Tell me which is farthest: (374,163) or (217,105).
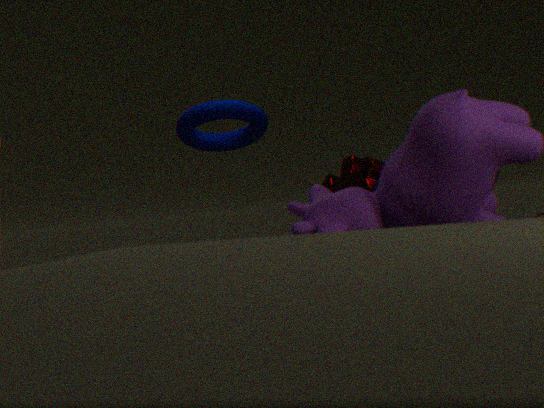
(217,105)
